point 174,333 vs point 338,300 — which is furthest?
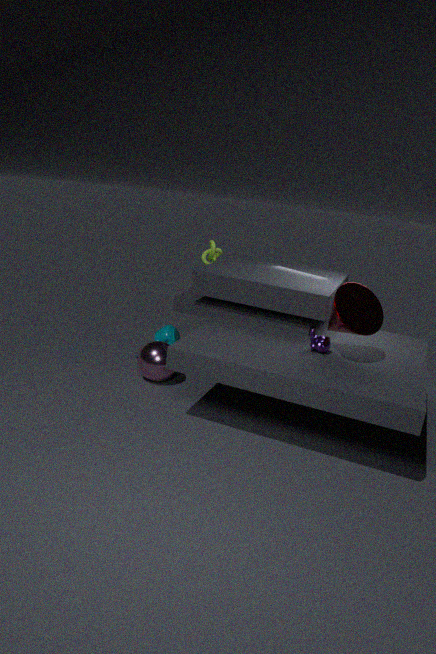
point 174,333
